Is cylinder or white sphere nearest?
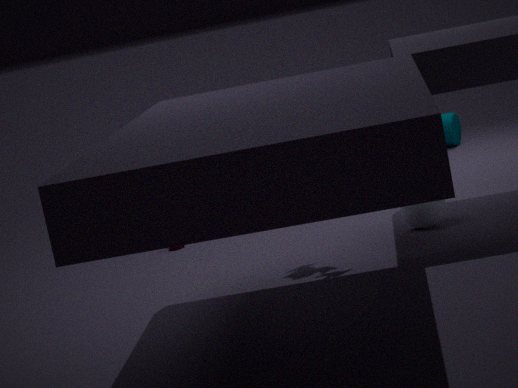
white sphere
